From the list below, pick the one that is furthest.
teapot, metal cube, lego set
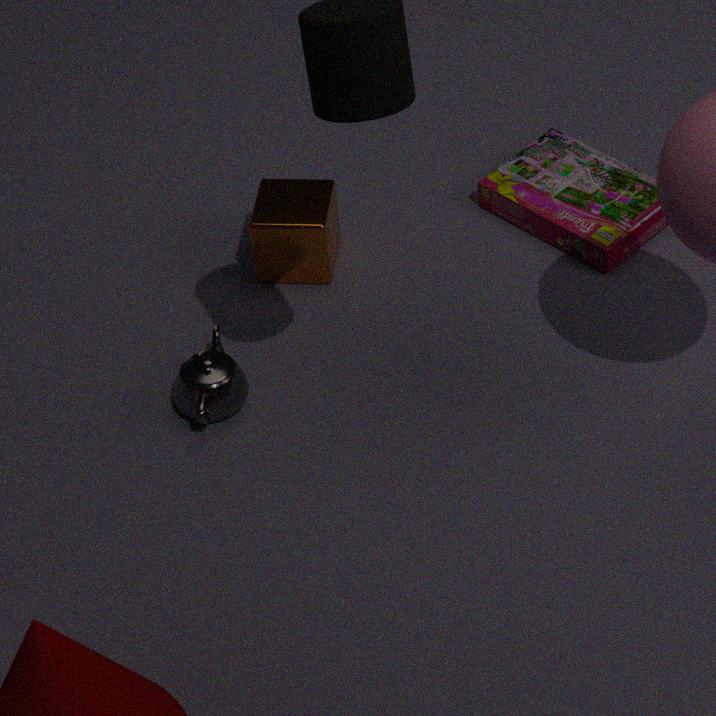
Answer: lego set
